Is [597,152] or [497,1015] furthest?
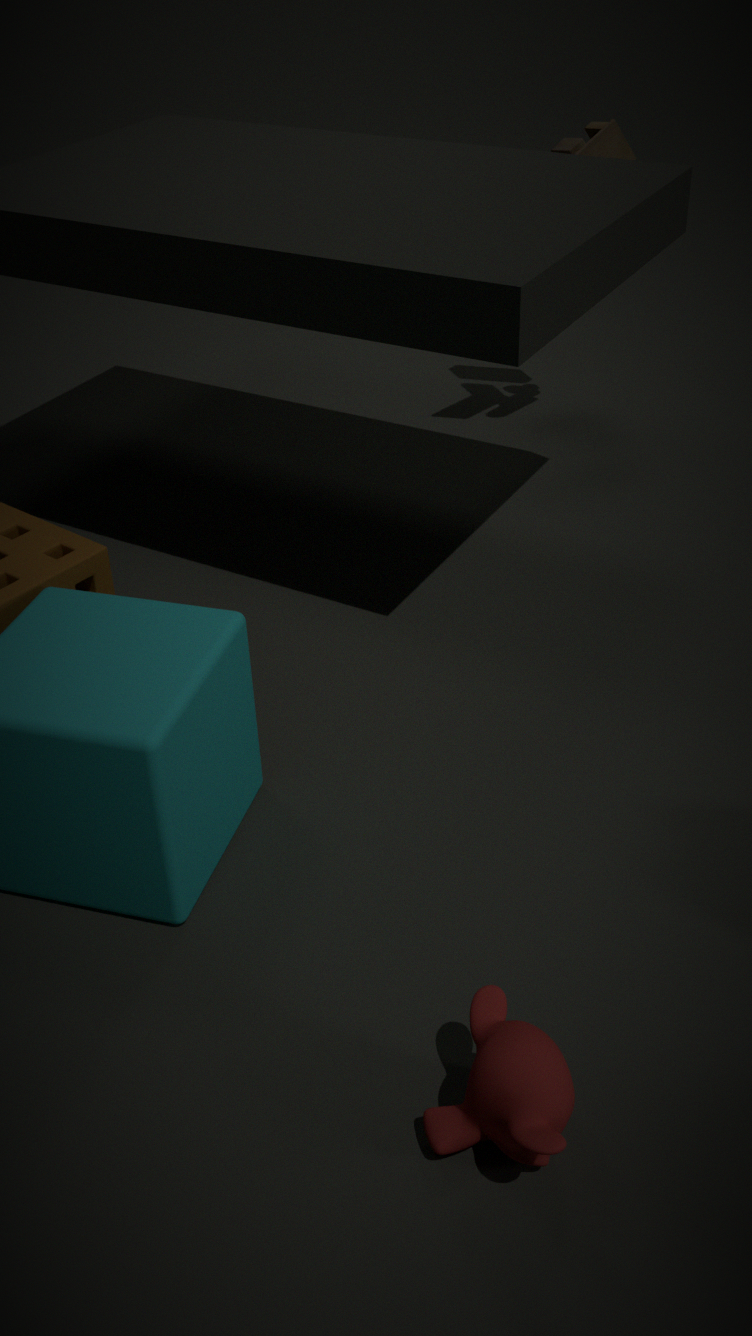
[597,152]
